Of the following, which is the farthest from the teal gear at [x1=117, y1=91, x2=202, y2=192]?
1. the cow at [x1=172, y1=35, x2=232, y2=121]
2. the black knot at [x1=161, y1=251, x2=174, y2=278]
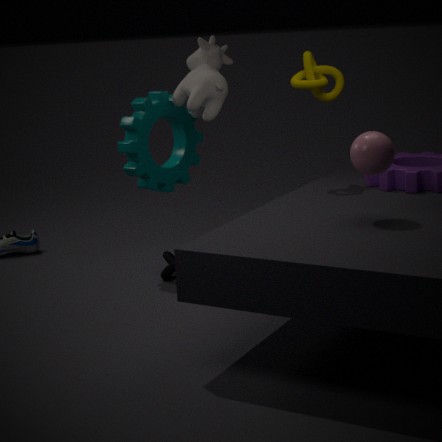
the black knot at [x1=161, y1=251, x2=174, y2=278]
